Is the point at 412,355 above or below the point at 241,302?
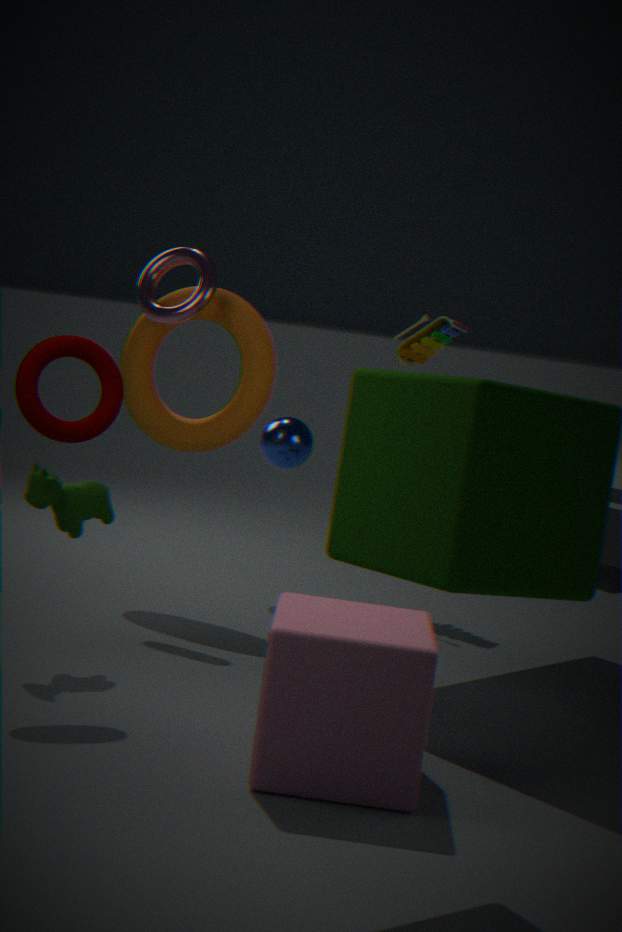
above
